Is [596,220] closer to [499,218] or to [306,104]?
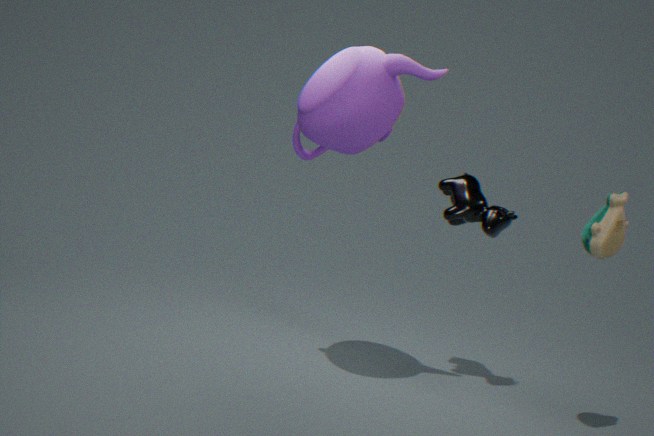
[499,218]
